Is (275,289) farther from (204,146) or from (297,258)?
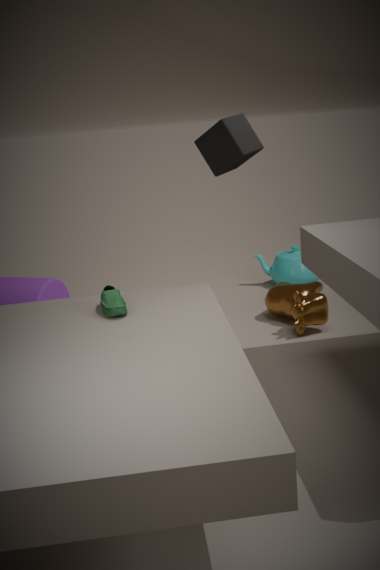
(204,146)
